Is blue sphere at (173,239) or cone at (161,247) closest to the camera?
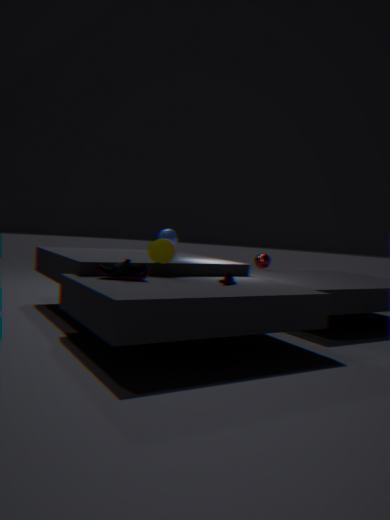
cone at (161,247)
